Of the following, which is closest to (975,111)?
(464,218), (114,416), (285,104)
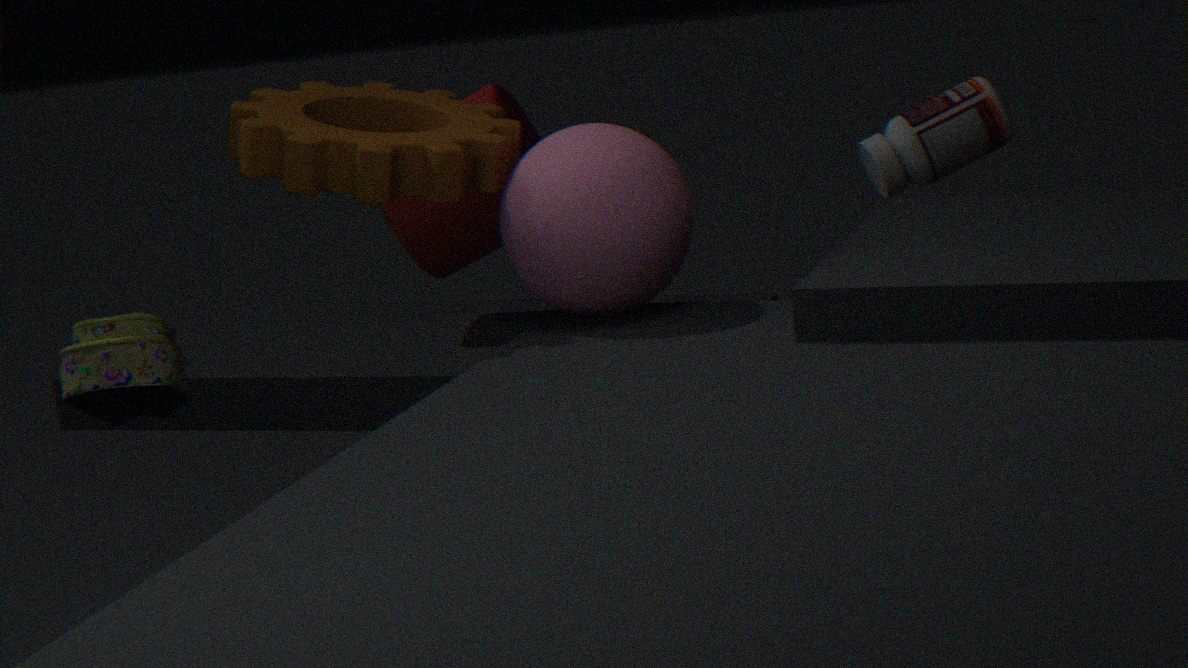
(464,218)
